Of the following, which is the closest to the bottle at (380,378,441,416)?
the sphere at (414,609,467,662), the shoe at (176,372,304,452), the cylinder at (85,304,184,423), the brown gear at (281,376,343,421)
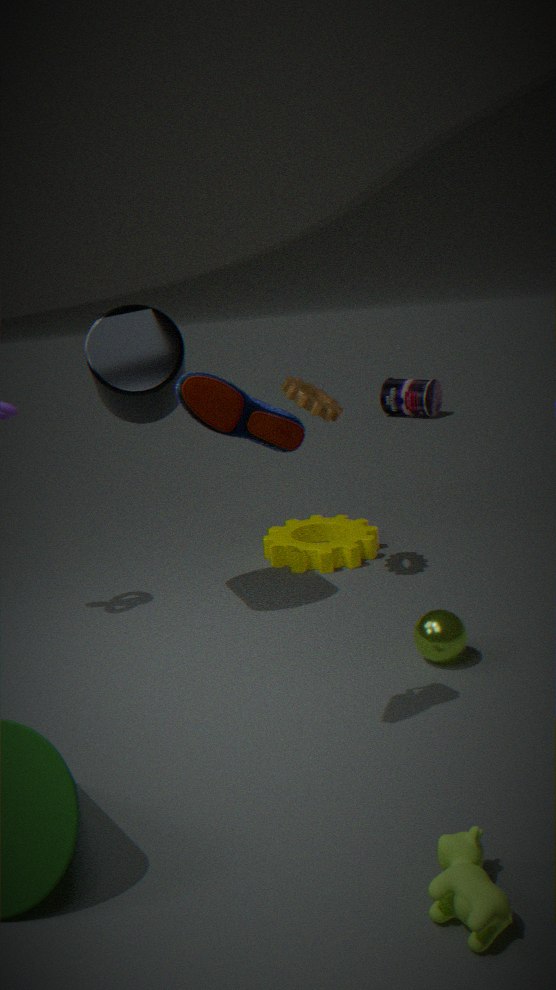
the brown gear at (281,376,343,421)
